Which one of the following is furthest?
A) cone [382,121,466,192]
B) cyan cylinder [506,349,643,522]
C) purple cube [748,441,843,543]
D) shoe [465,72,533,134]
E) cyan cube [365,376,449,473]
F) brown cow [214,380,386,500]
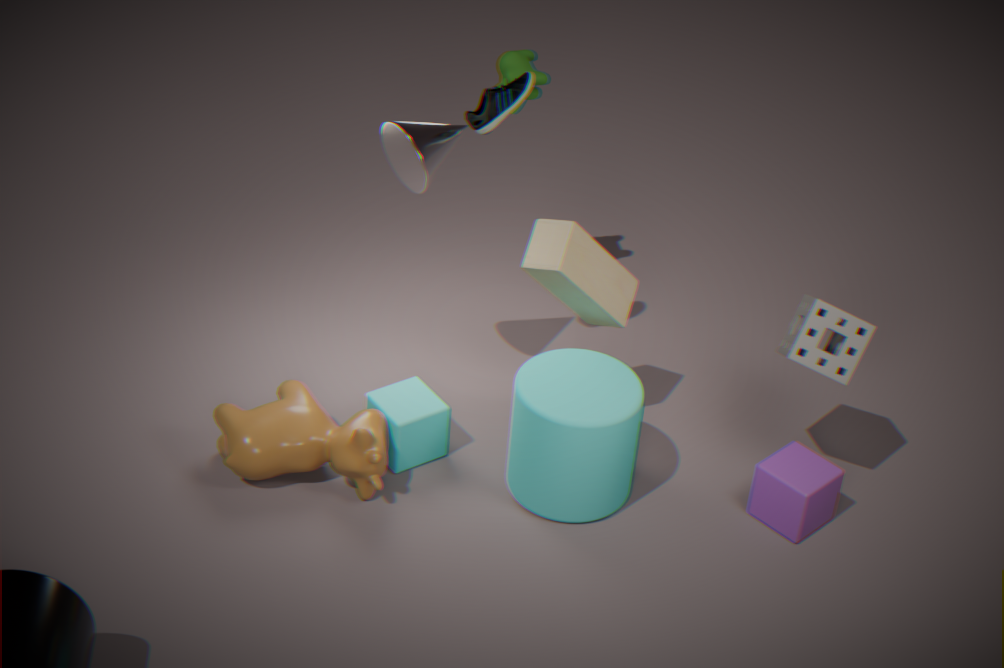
E. cyan cube [365,376,449,473]
